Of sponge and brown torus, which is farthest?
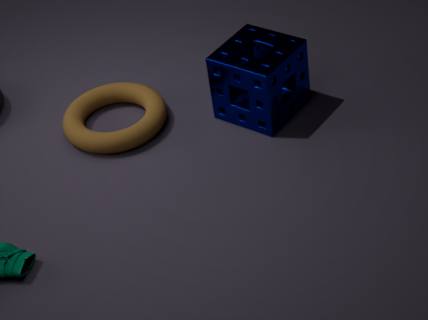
brown torus
